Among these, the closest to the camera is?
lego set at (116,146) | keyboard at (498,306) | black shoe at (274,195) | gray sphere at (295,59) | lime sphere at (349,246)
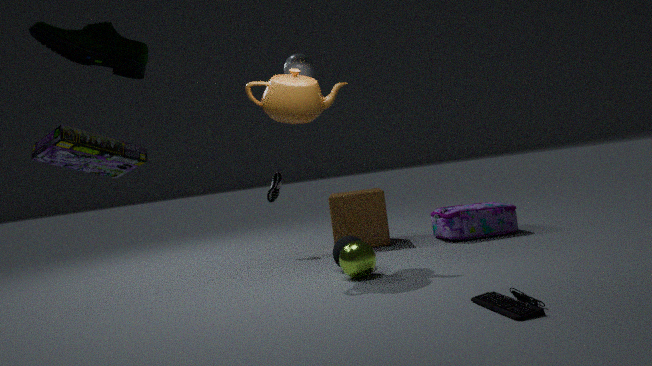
lego set at (116,146)
